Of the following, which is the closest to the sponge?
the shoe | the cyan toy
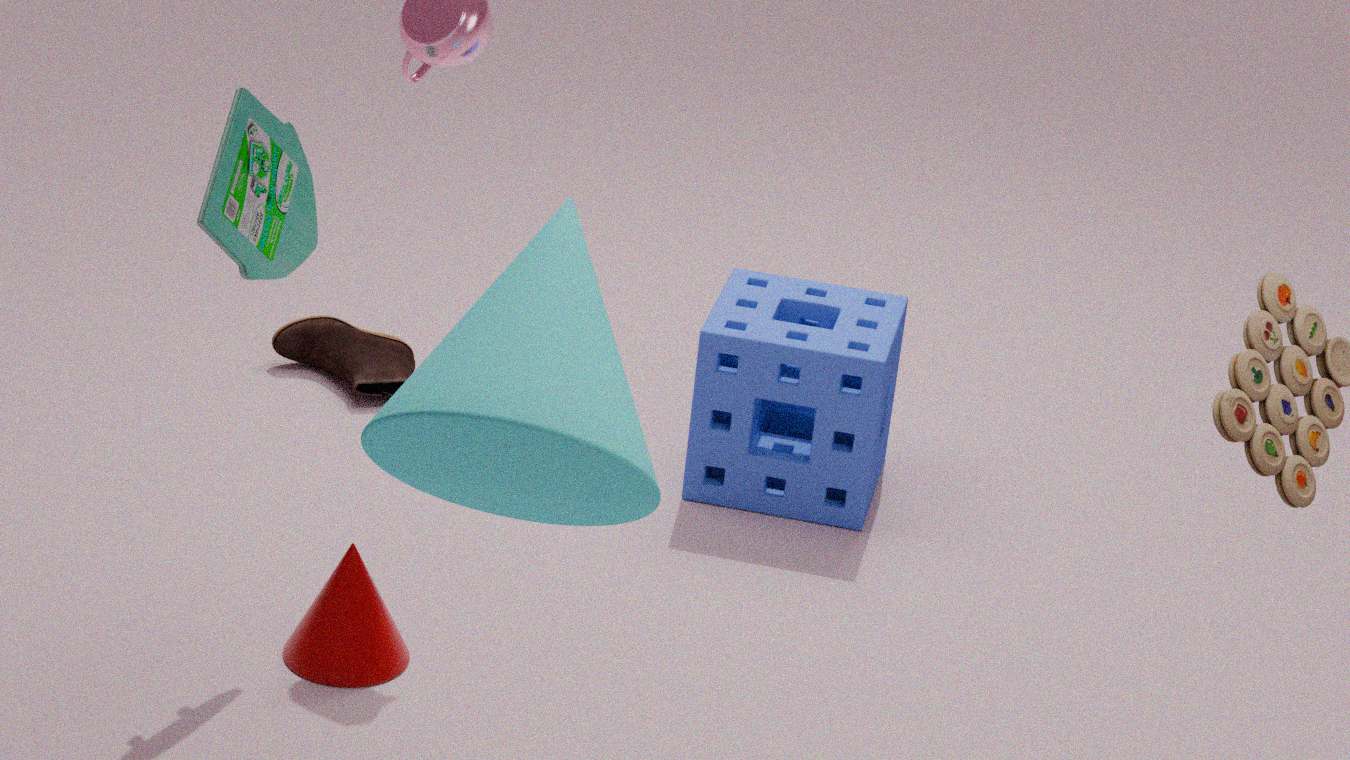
the shoe
